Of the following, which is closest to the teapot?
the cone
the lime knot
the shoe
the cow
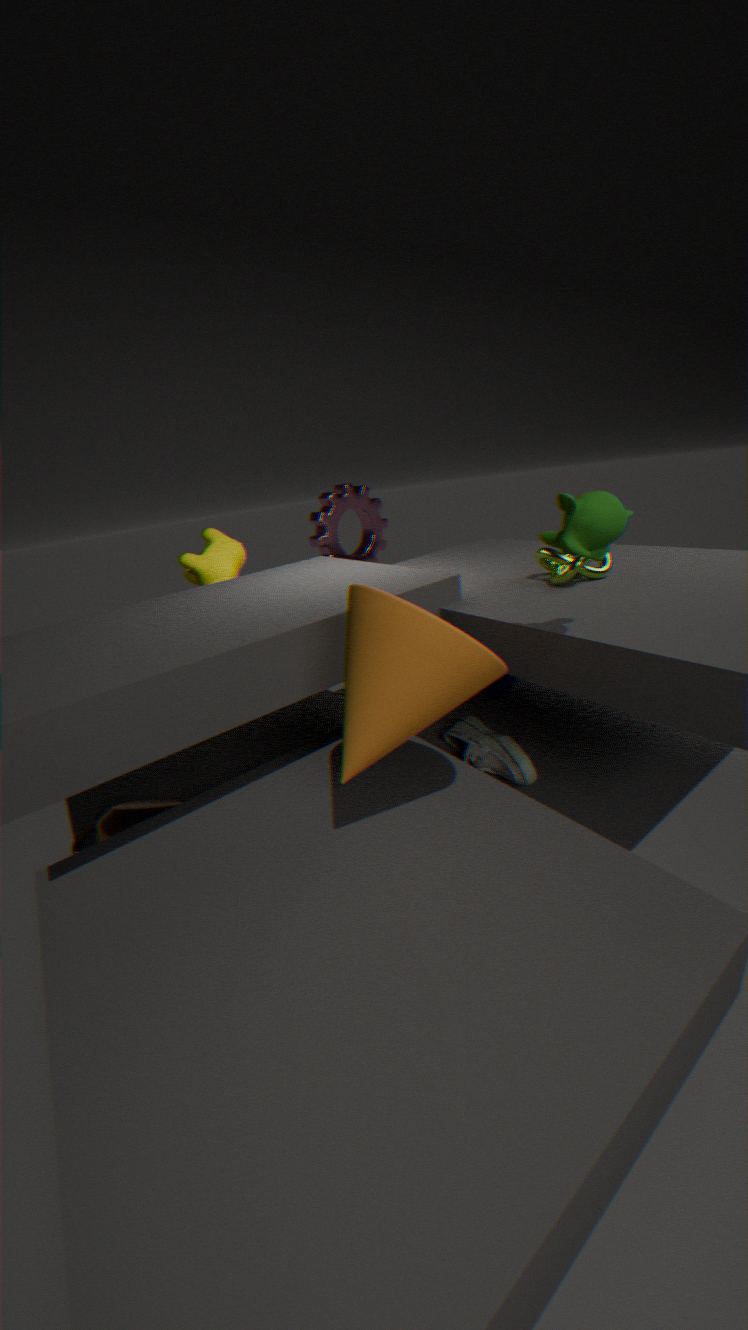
the cone
